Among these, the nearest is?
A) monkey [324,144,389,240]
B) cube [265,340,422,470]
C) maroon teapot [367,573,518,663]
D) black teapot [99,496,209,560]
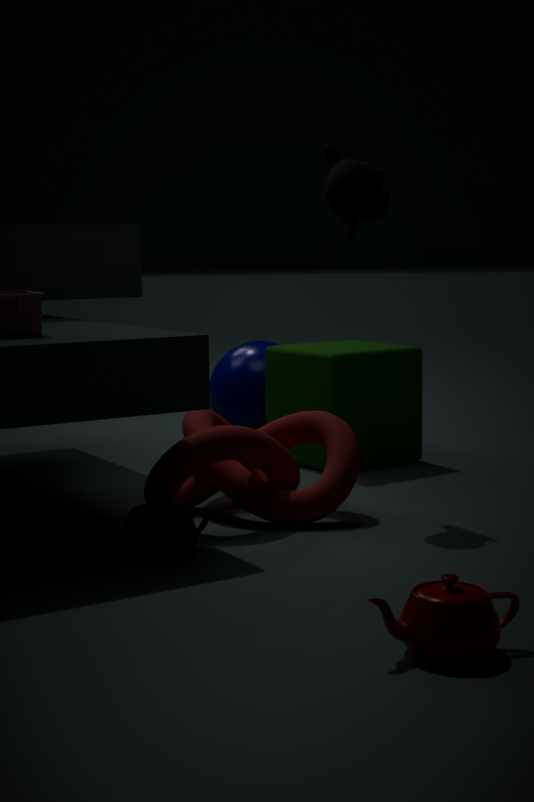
maroon teapot [367,573,518,663]
